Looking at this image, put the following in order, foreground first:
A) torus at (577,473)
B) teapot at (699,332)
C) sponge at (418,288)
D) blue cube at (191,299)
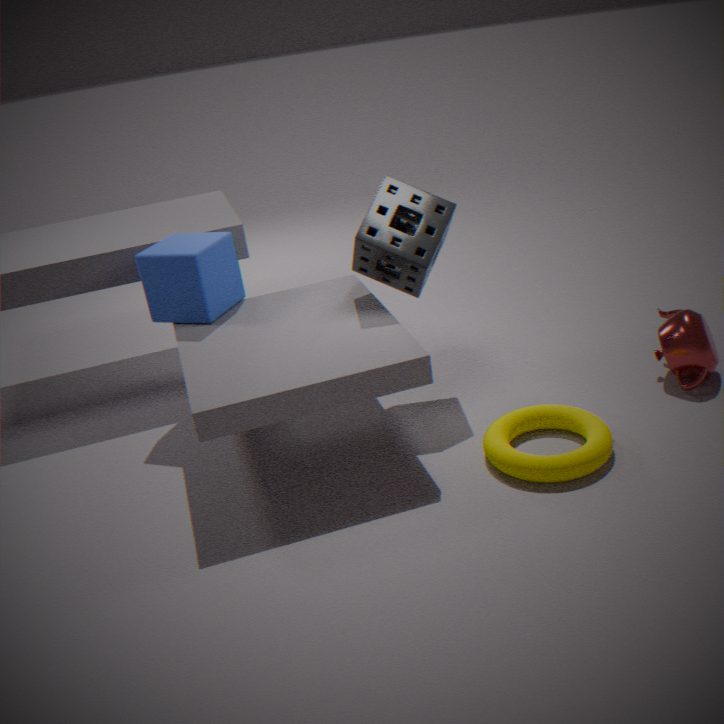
A: torus at (577,473) < sponge at (418,288) < teapot at (699,332) < blue cube at (191,299)
